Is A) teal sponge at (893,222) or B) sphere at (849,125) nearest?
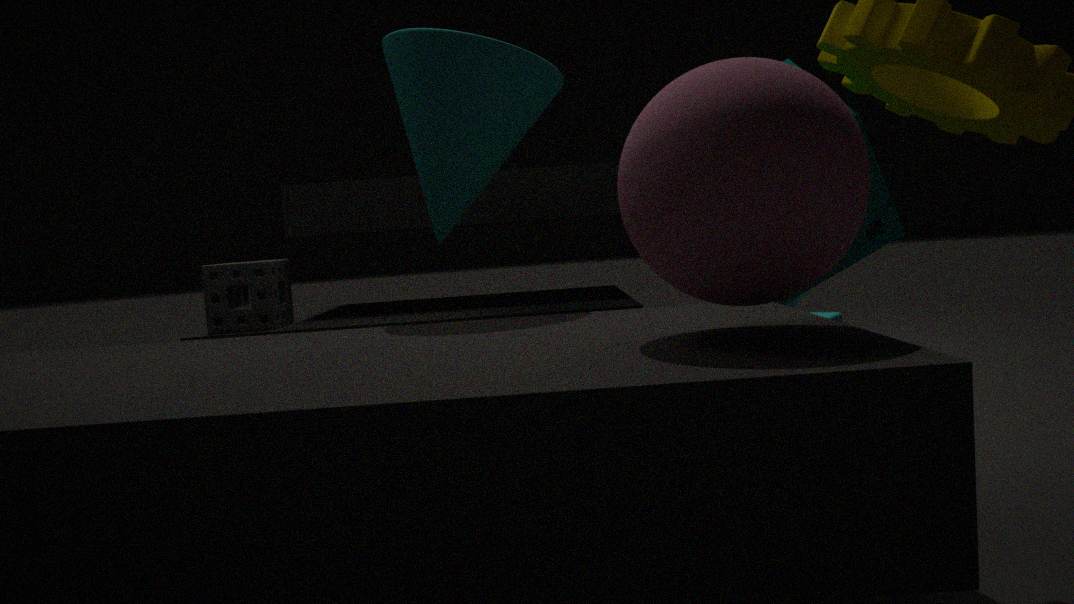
B. sphere at (849,125)
